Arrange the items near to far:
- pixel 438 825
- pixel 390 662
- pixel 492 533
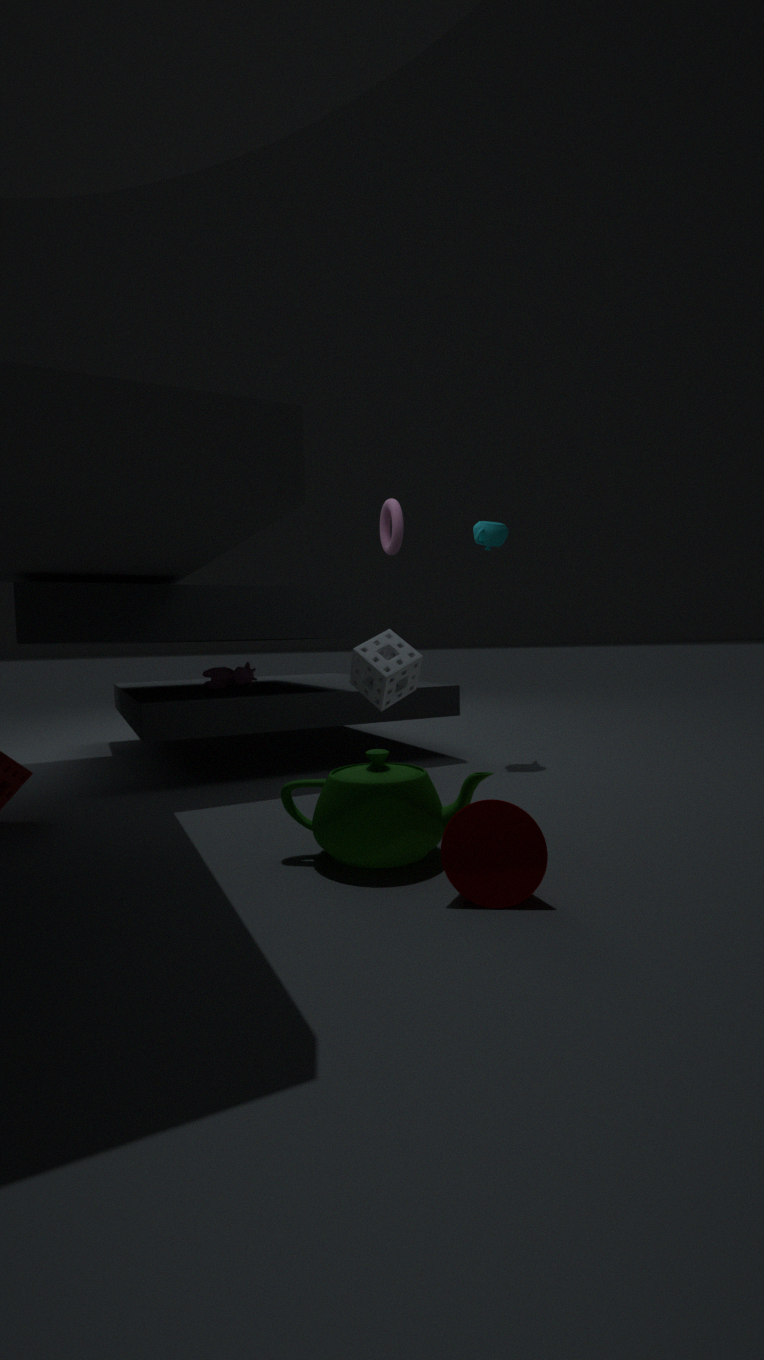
pixel 438 825 < pixel 390 662 < pixel 492 533
